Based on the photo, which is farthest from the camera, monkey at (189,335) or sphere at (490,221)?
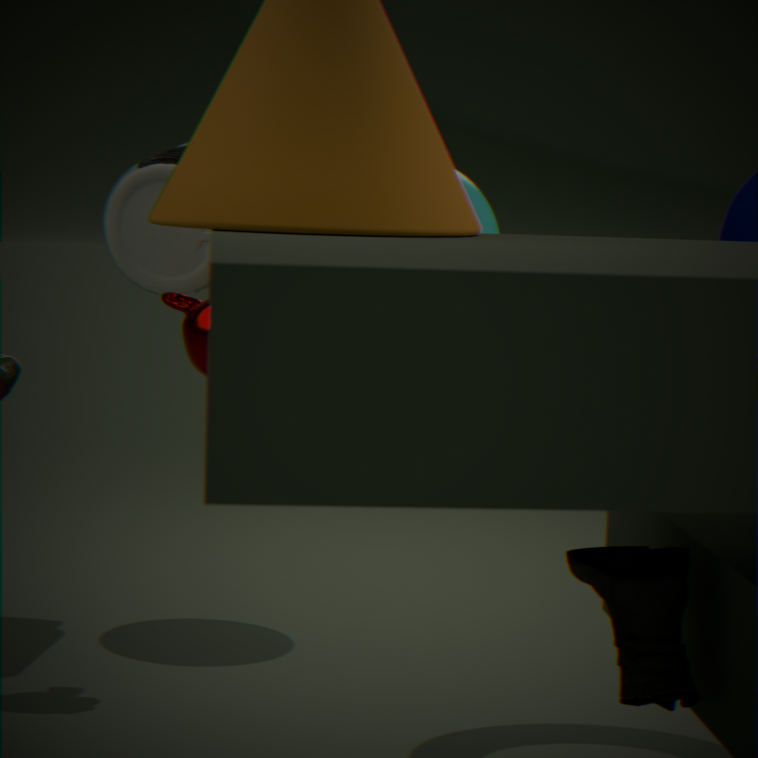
sphere at (490,221)
